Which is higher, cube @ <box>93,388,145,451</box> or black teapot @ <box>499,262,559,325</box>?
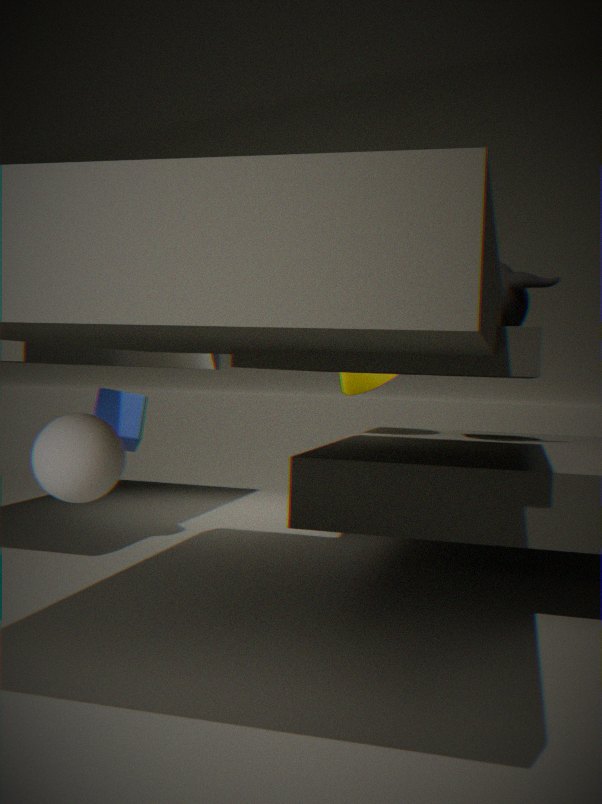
black teapot @ <box>499,262,559,325</box>
